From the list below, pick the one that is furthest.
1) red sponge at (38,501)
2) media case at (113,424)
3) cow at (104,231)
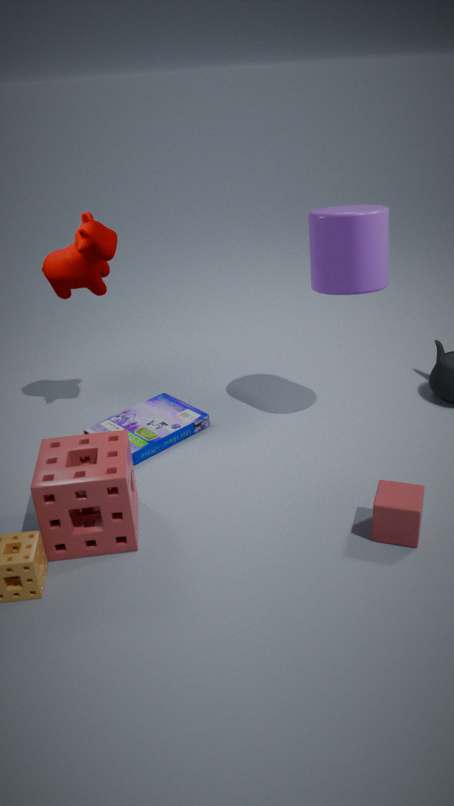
2. media case at (113,424)
